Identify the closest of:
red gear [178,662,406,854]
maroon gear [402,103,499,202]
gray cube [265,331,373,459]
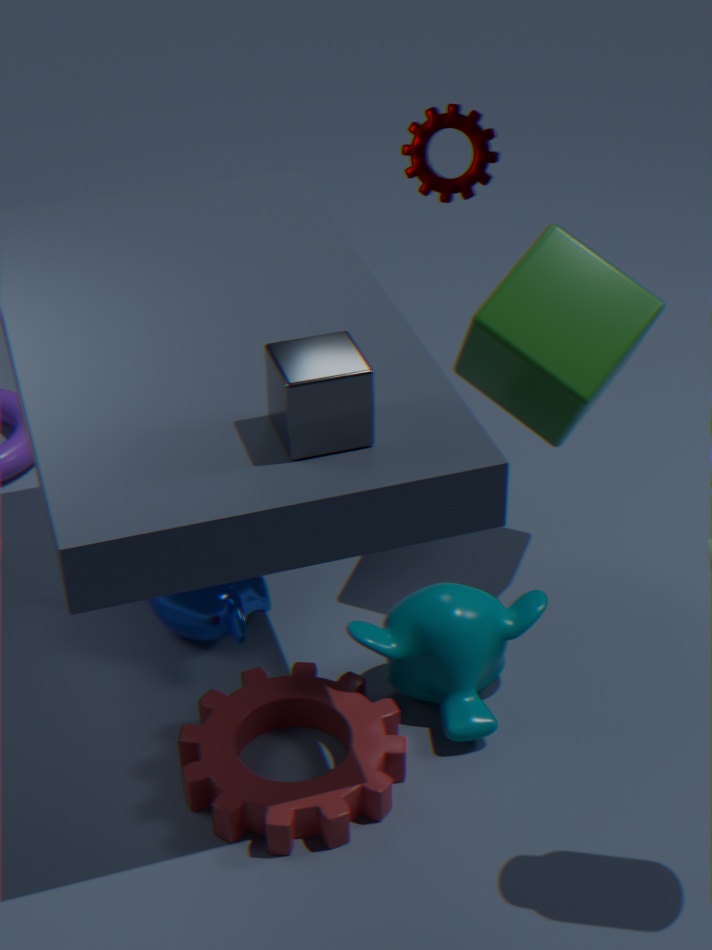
gray cube [265,331,373,459]
